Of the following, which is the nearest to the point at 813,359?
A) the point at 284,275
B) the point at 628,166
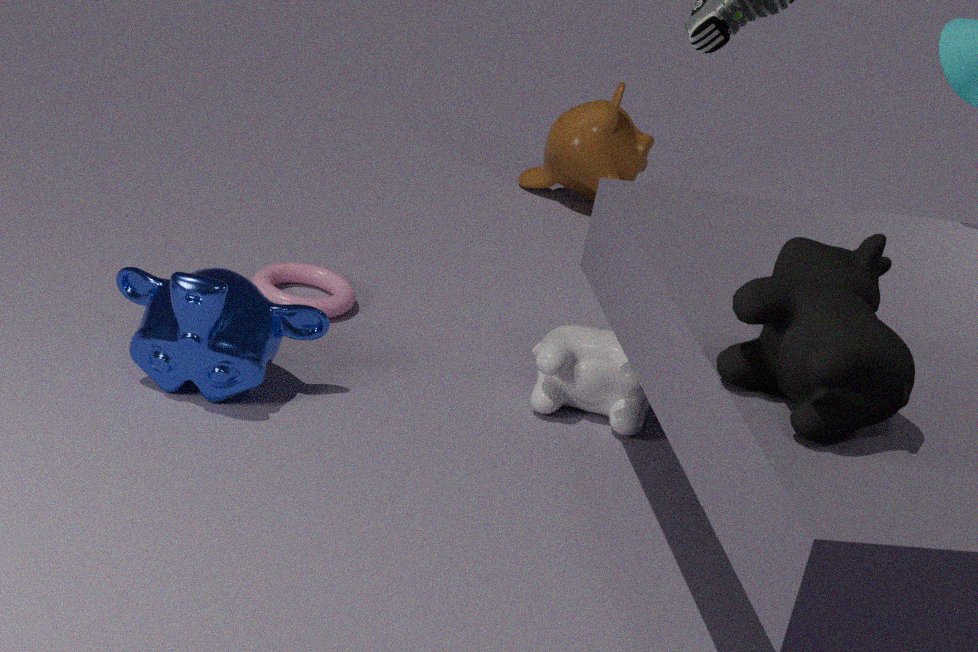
the point at 284,275
